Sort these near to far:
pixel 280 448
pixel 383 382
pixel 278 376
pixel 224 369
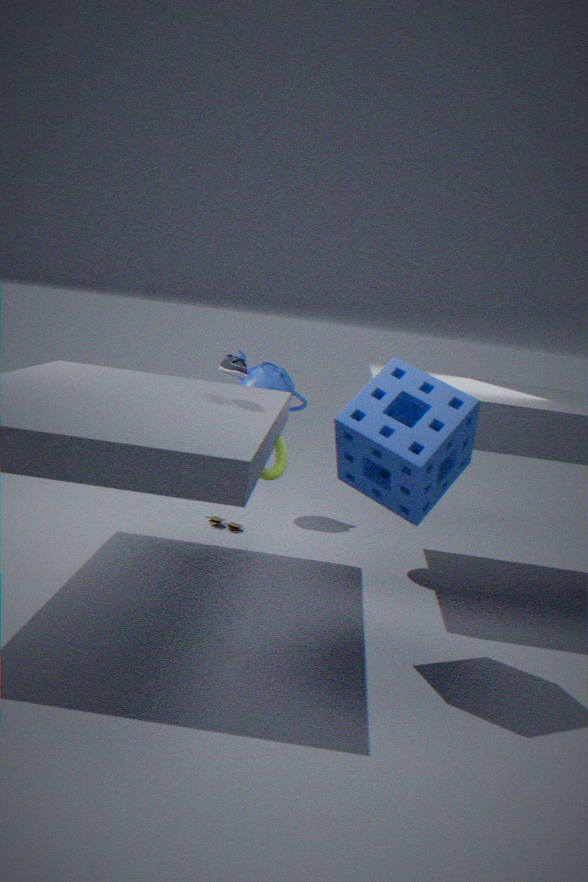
1. pixel 383 382
2. pixel 224 369
3. pixel 280 448
4. pixel 278 376
